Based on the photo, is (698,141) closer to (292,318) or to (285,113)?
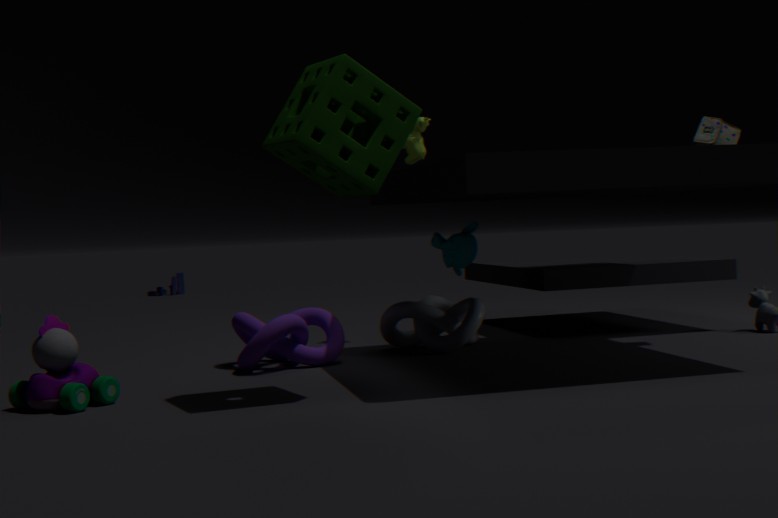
(285,113)
